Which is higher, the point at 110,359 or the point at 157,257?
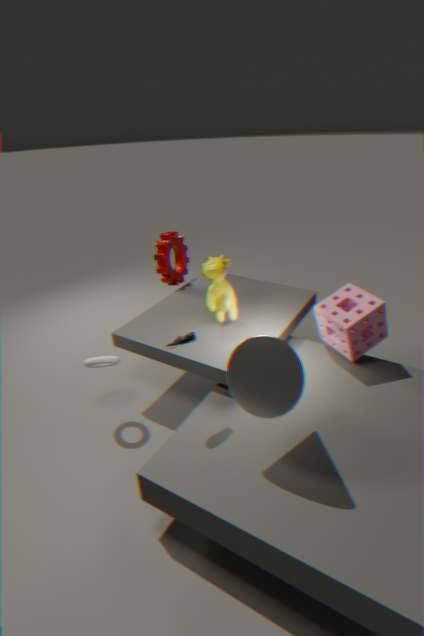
the point at 157,257
